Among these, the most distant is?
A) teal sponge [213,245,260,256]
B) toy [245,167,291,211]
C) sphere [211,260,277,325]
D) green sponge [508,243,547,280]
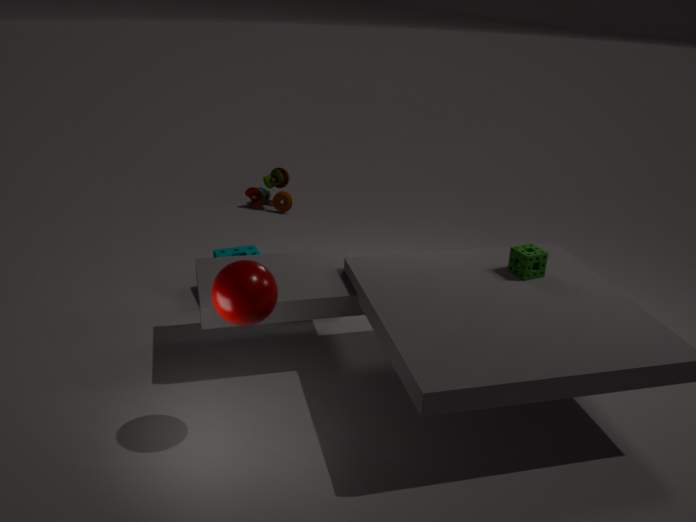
toy [245,167,291,211]
